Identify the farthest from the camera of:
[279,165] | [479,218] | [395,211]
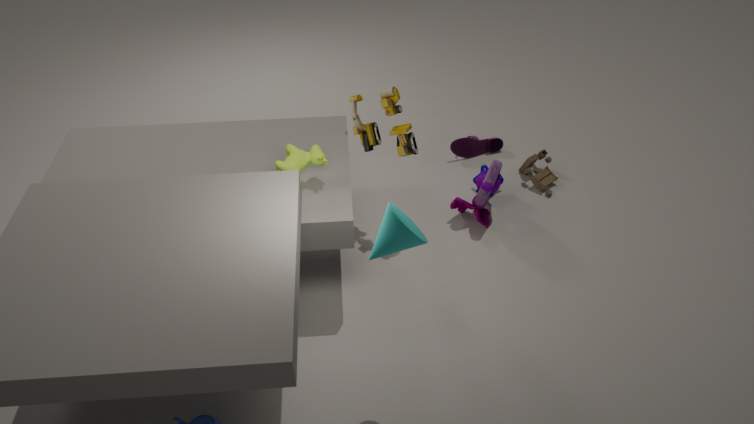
[479,218]
